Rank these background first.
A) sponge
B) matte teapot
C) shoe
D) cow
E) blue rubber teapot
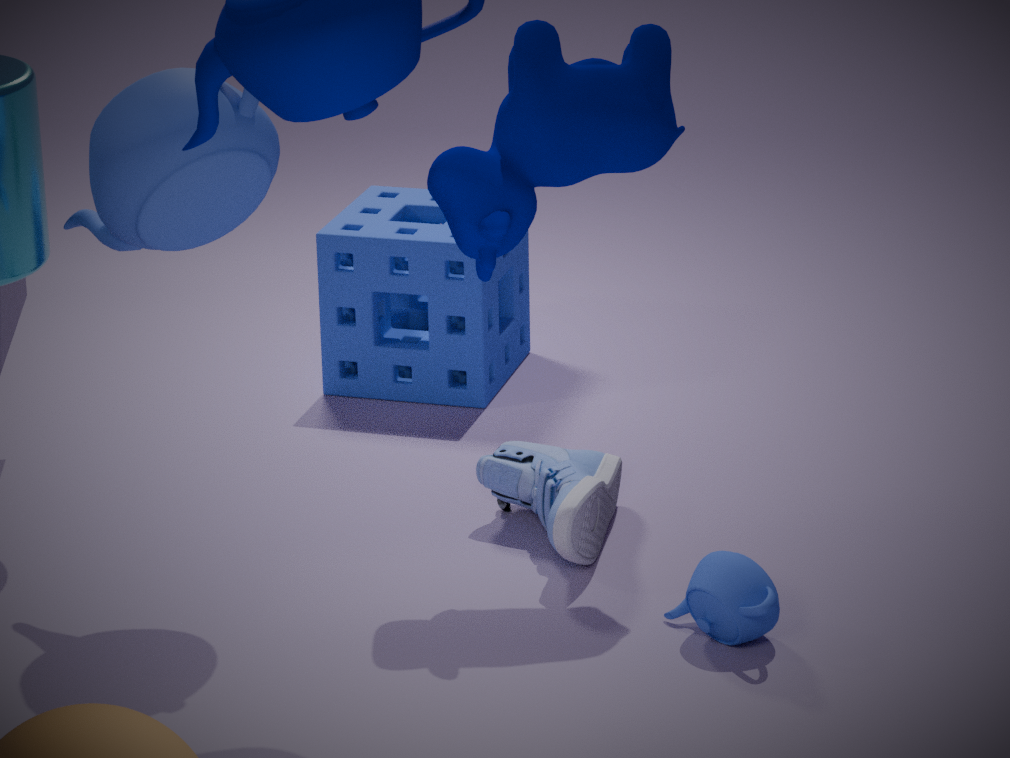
sponge < shoe < cow < matte teapot < blue rubber teapot
